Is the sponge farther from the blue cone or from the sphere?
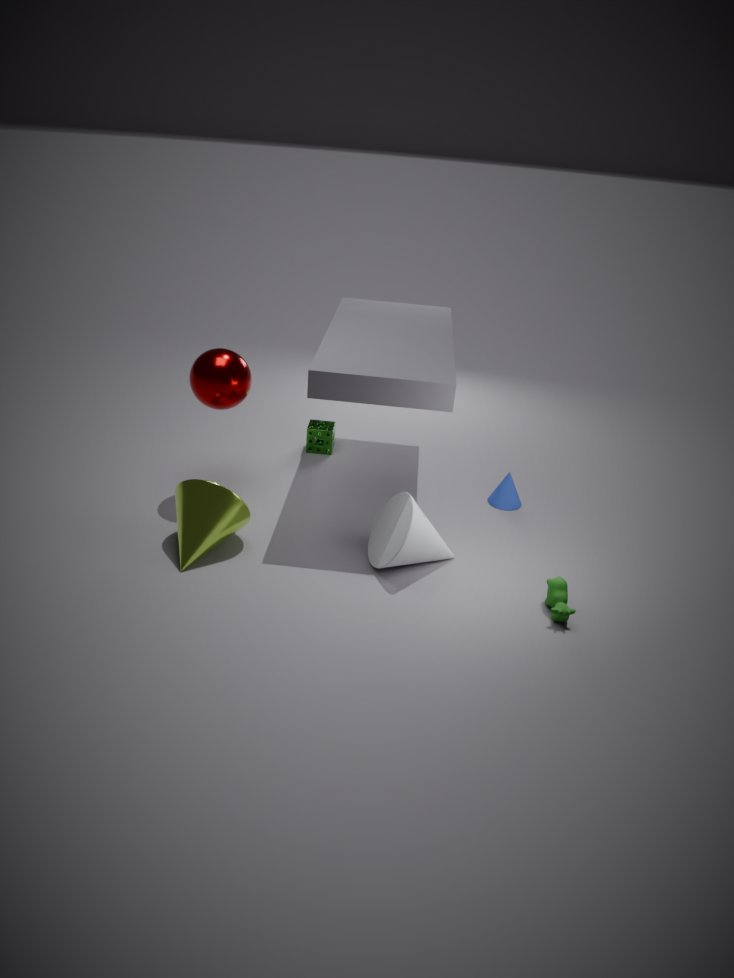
the blue cone
